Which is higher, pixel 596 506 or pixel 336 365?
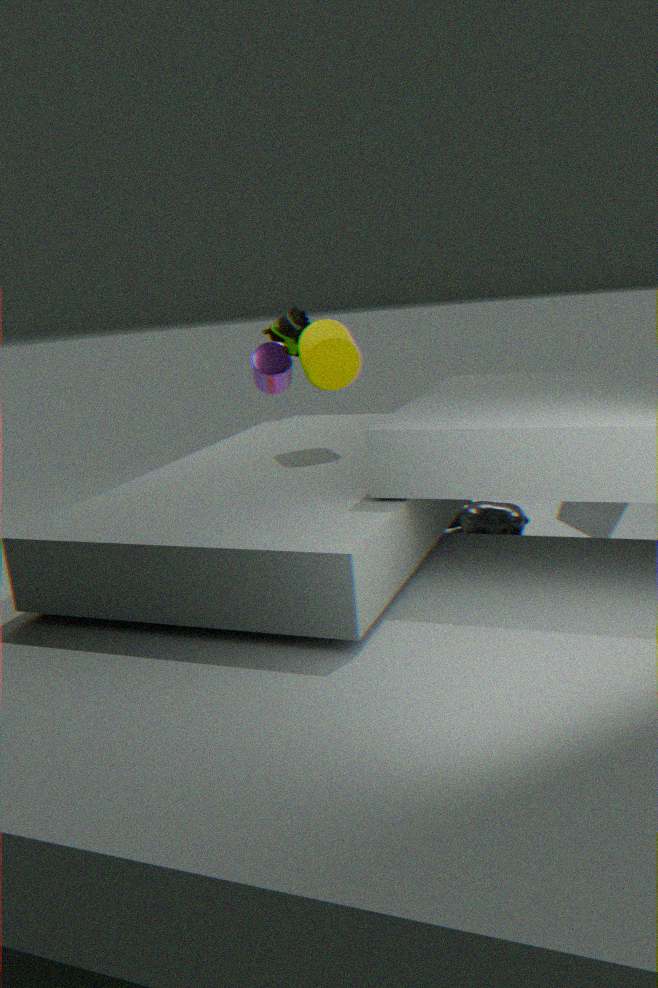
pixel 336 365
